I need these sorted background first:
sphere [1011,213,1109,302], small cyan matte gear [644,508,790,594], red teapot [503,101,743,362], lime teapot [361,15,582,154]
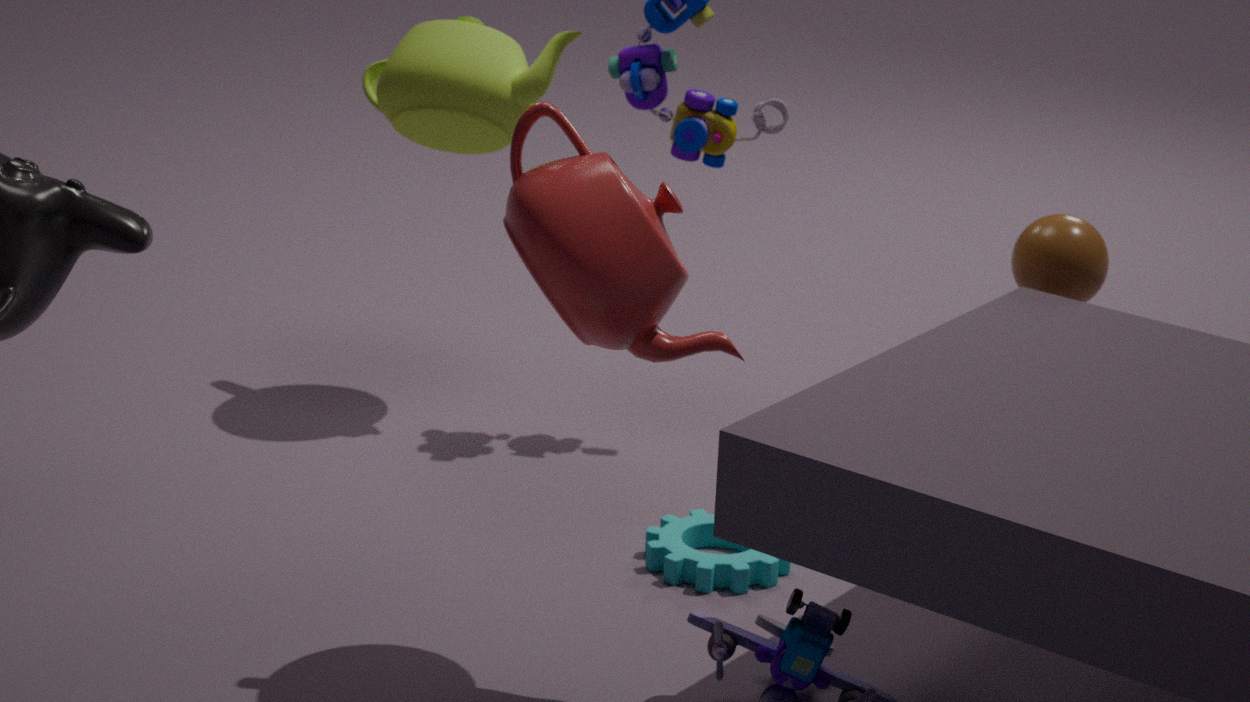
lime teapot [361,15,582,154] → sphere [1011,213,1109,302] → small cyan matte gear [644,508,790,594] → red teapot [503,101,743,362]
